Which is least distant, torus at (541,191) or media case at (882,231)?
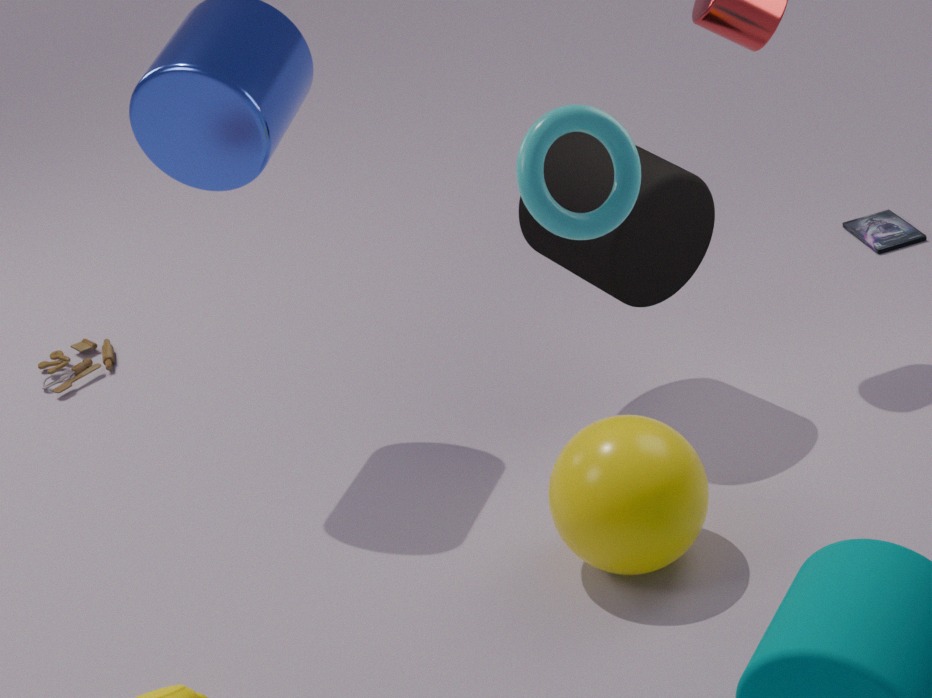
torus at (541,191)
